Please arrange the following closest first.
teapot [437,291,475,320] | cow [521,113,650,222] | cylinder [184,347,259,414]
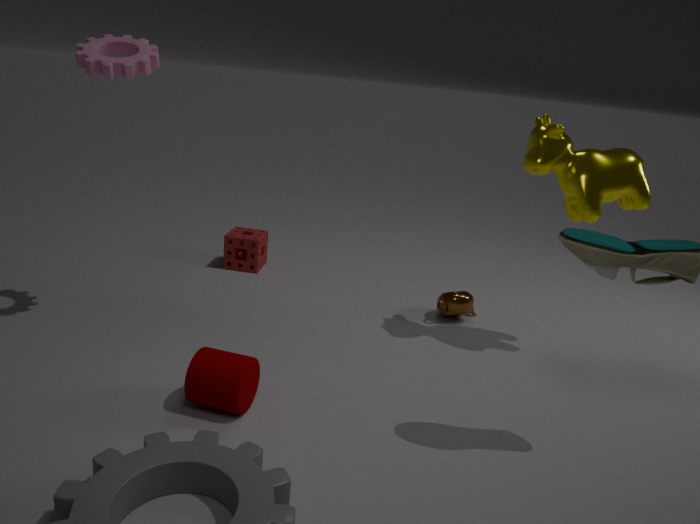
cylinder [184,347,259,414] < cow [521,113,650,222] < teapot [437,291,475,320]
